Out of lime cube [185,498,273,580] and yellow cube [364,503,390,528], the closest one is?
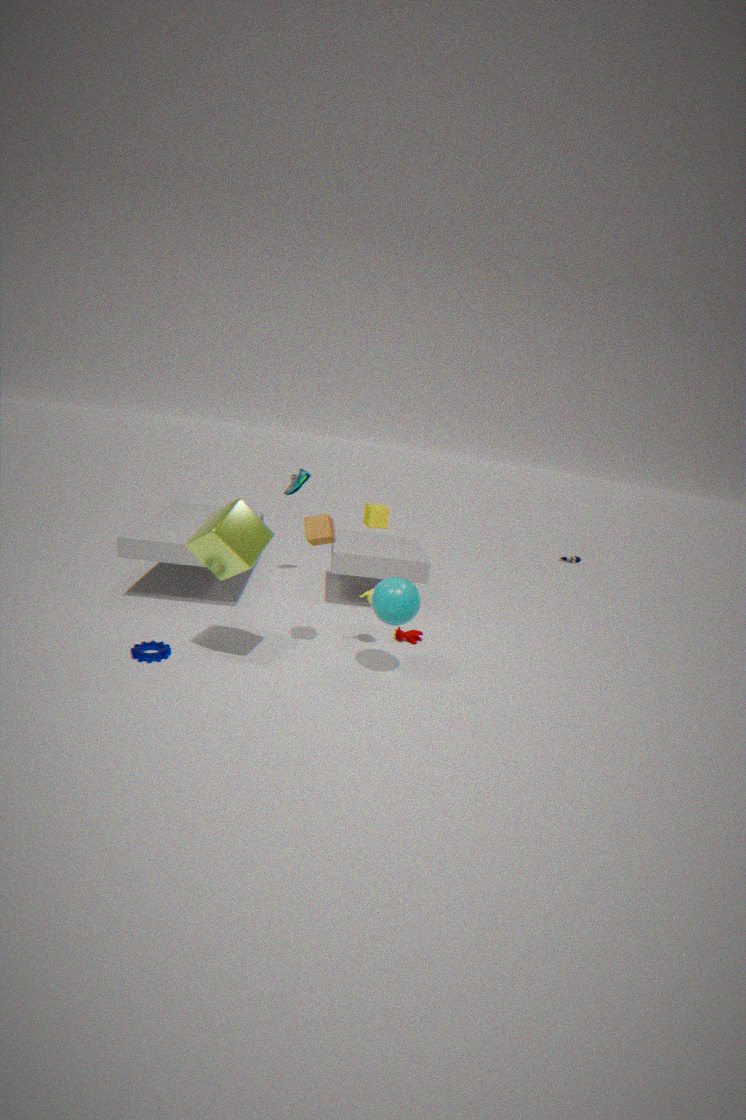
lime cube [185,498,273,580]
